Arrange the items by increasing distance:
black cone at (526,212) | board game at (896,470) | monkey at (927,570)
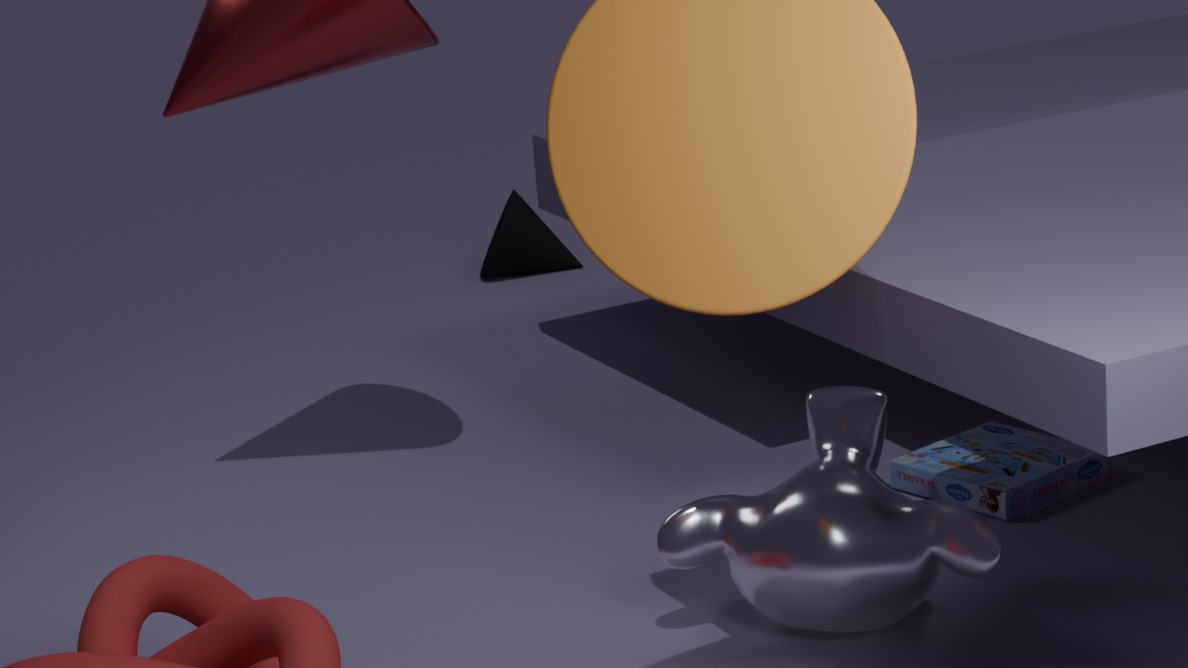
monkey at (927,570), board game at (896,470), black cone at (526,212)
